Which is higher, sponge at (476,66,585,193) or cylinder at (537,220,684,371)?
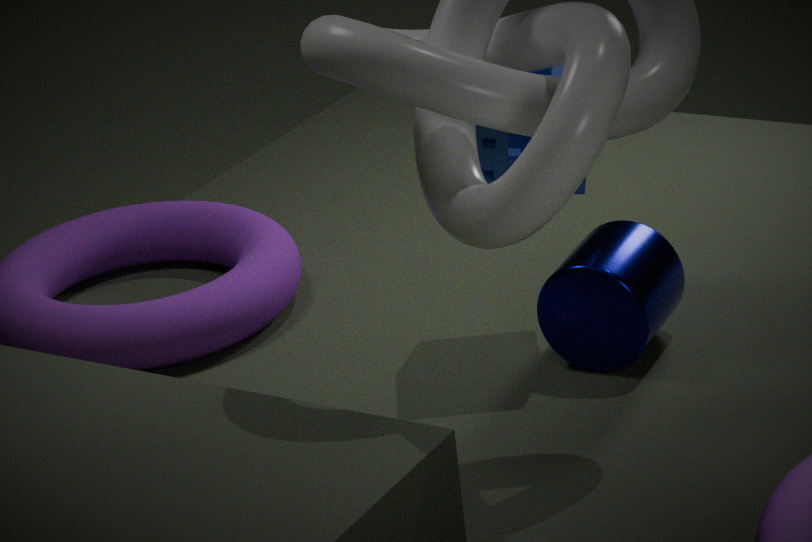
sponge at (476,66,585,193)
